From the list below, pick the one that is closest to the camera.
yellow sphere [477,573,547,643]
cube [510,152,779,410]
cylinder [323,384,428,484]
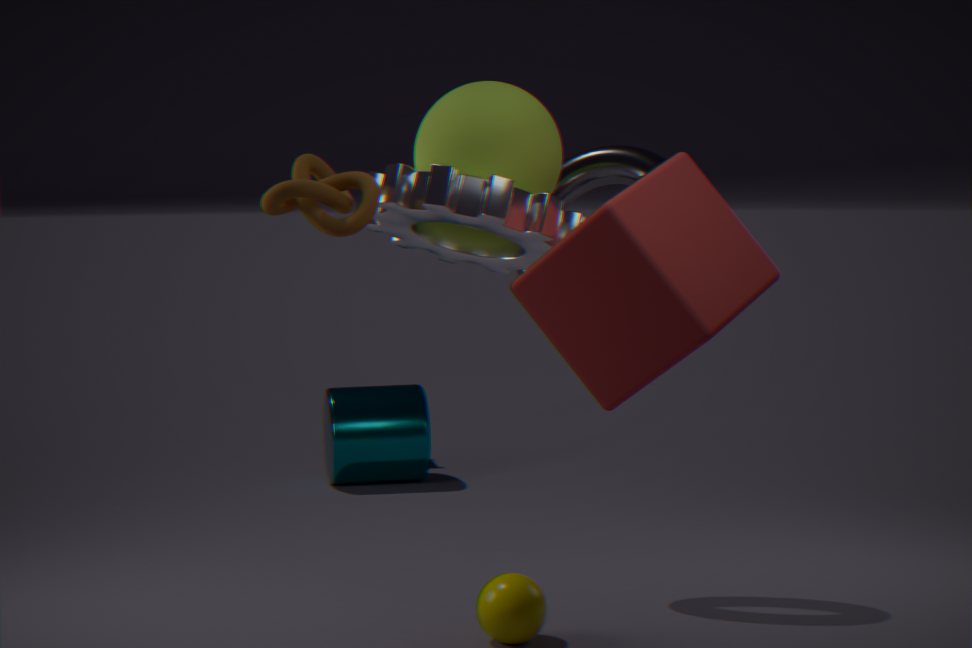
cube [510,152,779,410]
